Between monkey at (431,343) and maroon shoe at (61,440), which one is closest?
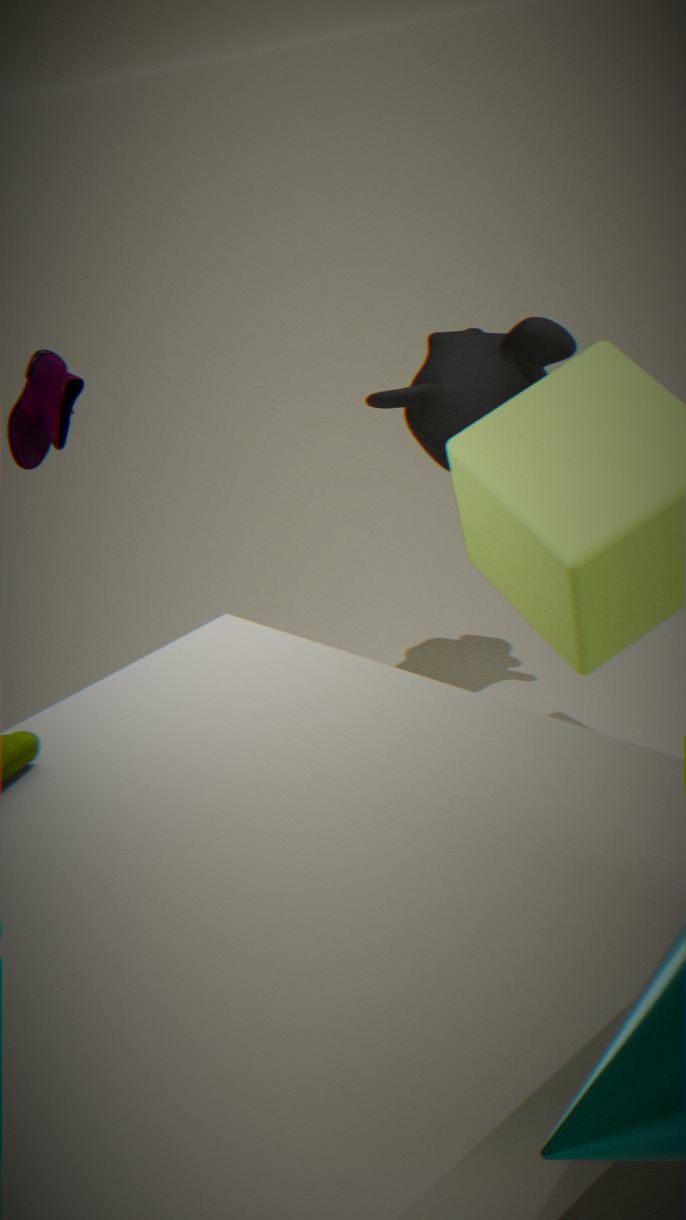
maroon shoe at (61,440)
